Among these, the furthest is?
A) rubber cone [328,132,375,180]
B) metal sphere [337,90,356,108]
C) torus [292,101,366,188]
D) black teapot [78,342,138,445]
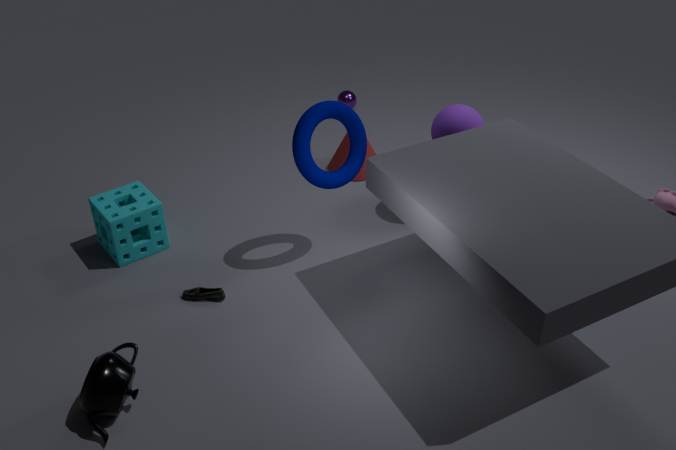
metal sphere [337,90,356,108]
